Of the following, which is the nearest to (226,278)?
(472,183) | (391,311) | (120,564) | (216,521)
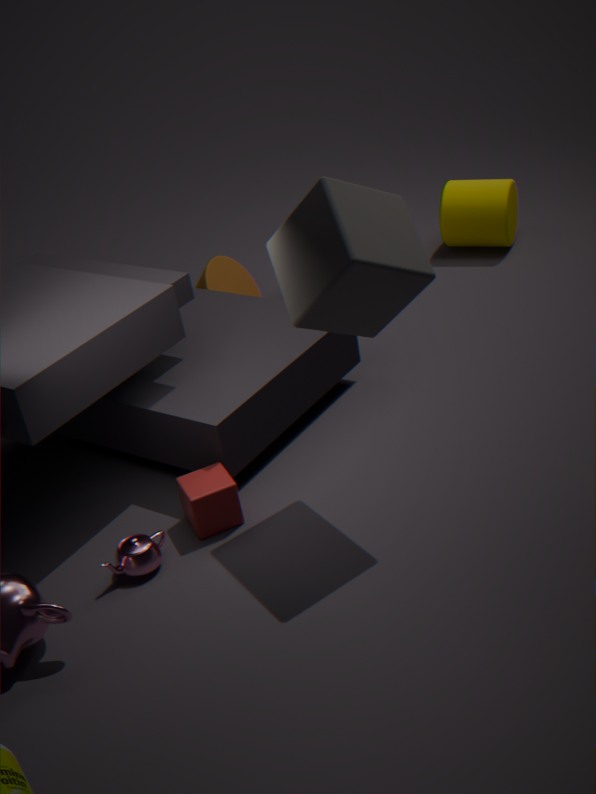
(472,183)
